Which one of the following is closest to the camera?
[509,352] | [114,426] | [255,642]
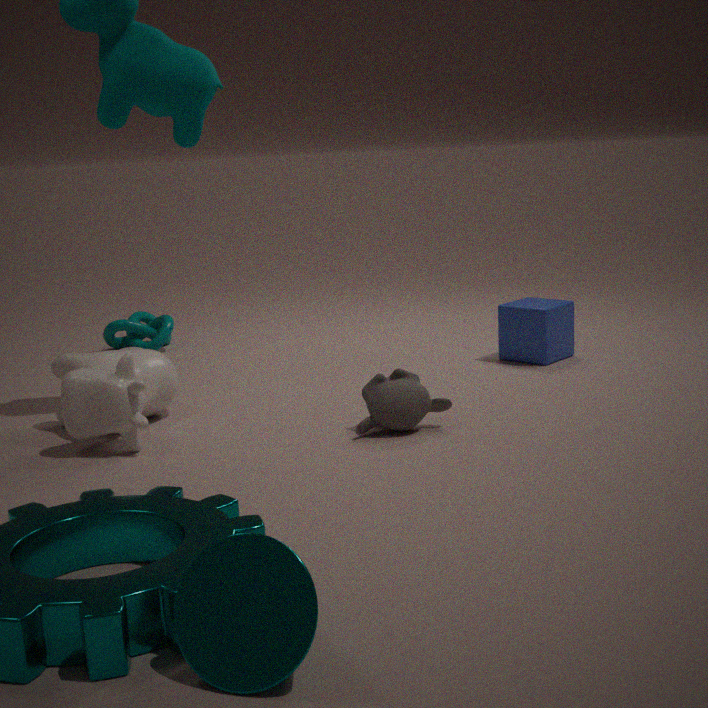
[255,642]
